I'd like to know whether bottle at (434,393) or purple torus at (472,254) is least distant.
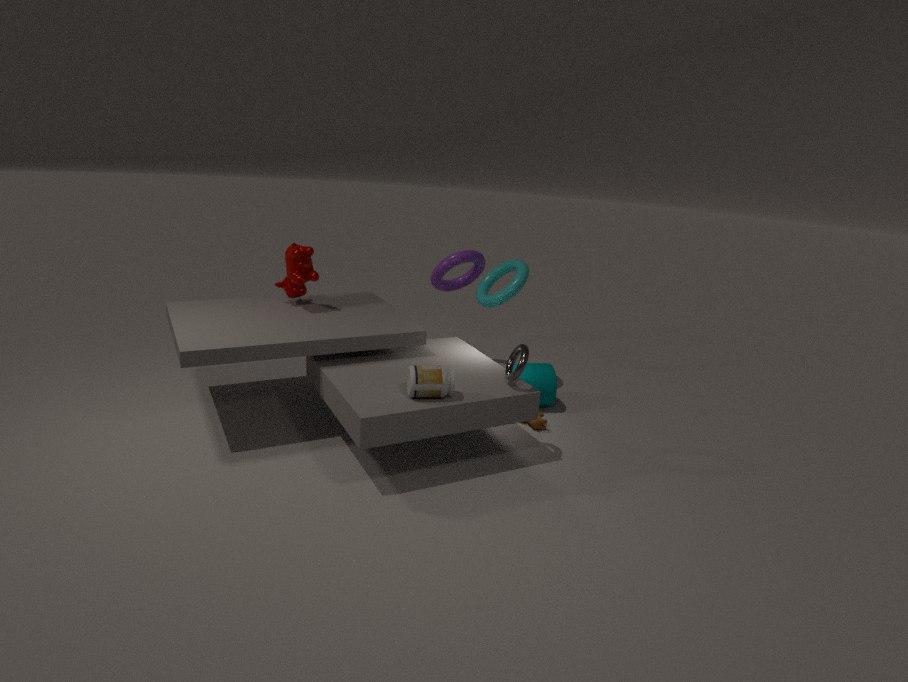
bottle at (434,393)
